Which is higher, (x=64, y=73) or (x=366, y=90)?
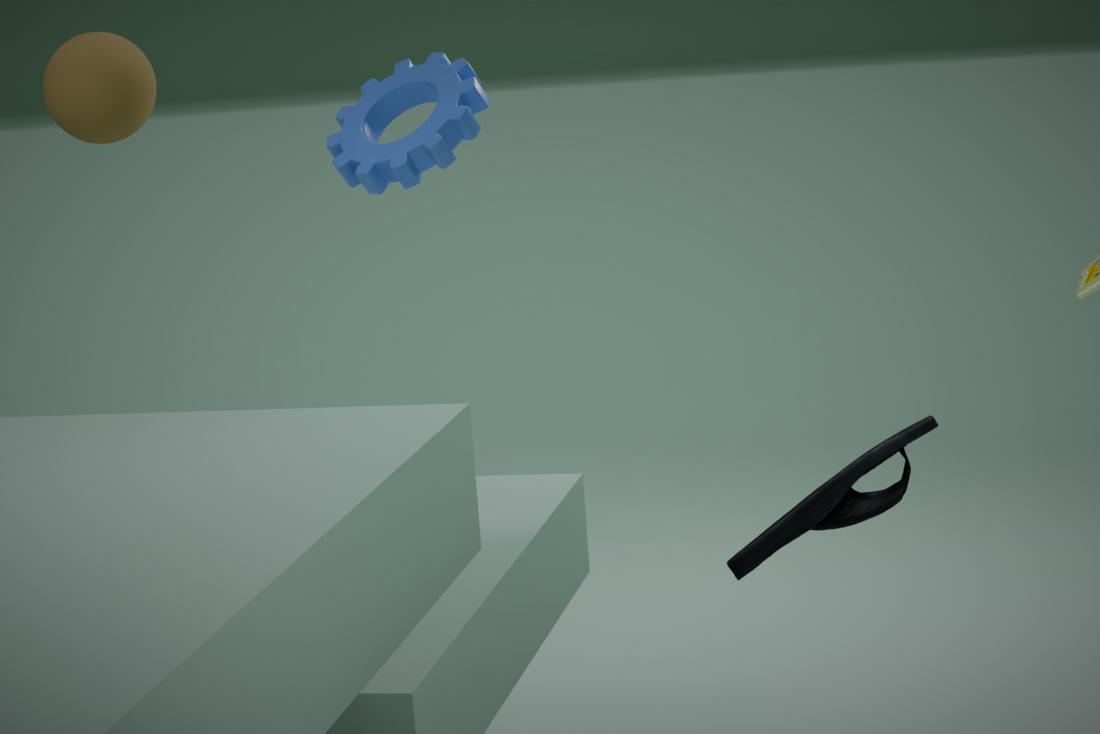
(x=64, y=73)
